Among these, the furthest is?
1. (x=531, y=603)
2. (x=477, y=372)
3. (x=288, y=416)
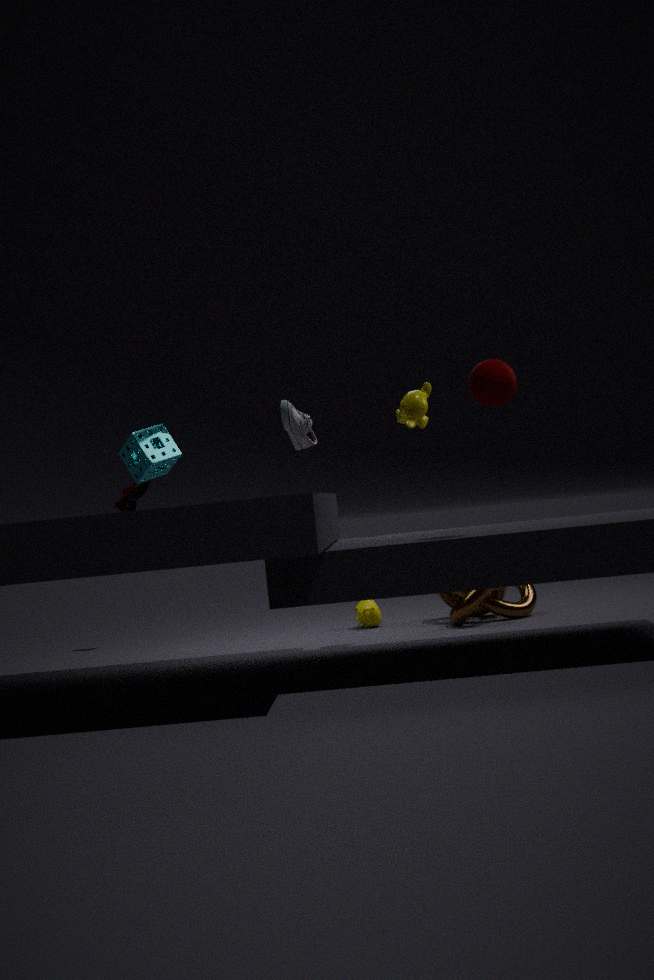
(x=531, y=603)
